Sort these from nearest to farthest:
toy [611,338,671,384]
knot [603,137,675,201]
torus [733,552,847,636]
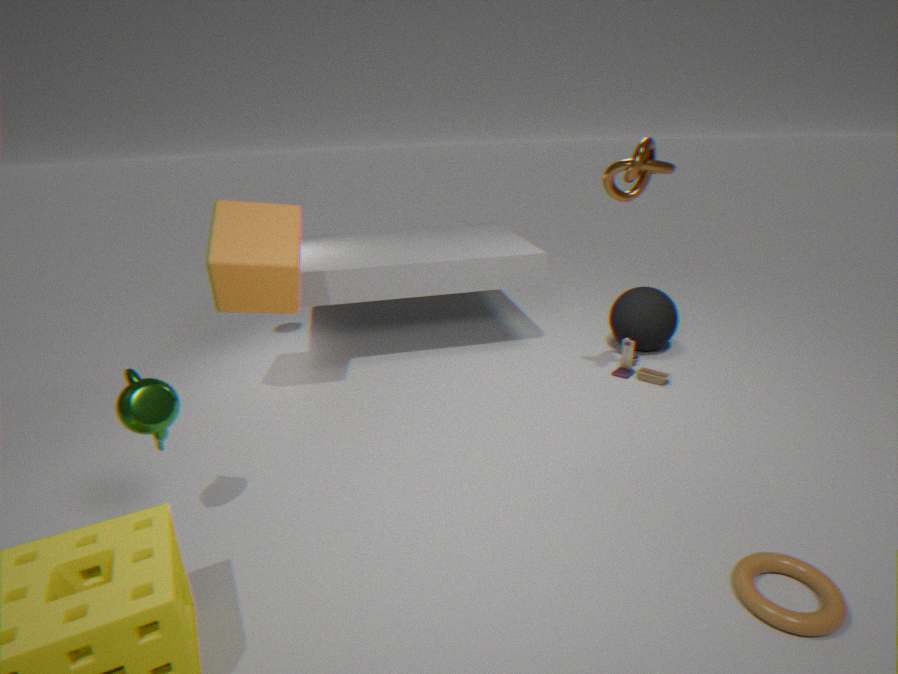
torus [733,552,847,636] < knot [603,137,675,201] < toy [611,338,671,384]
